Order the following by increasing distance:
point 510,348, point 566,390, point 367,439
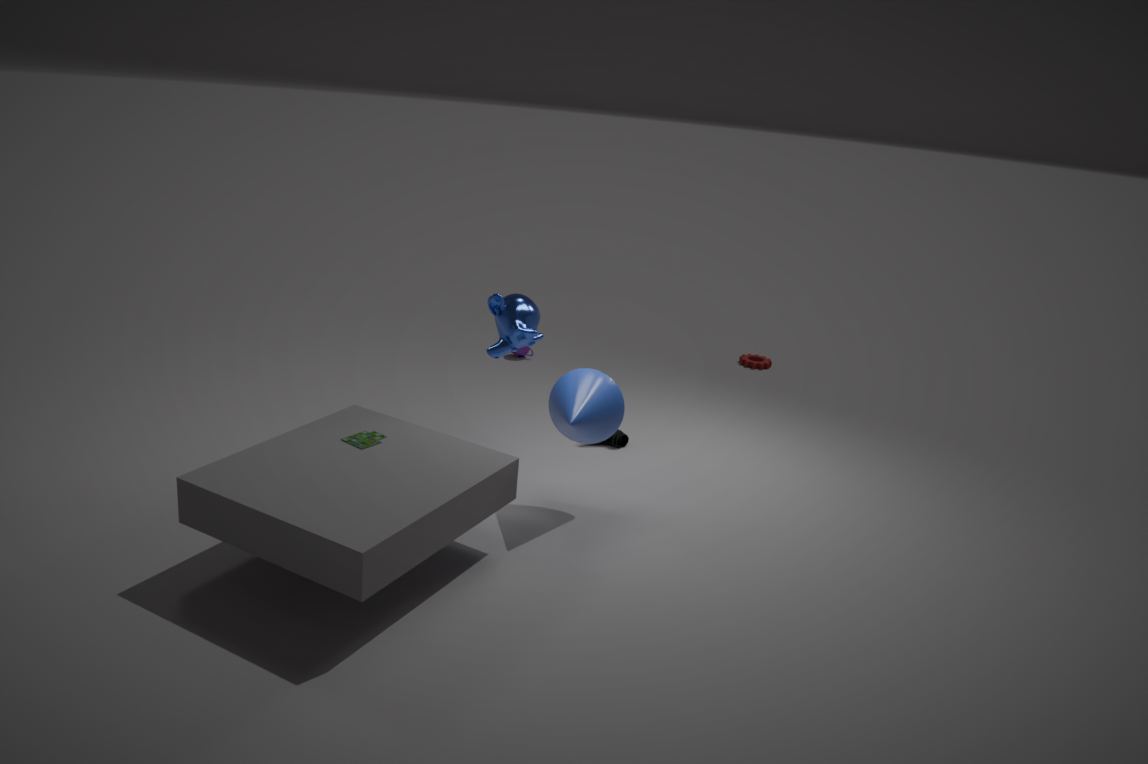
point 367,439 < point 566,390 < point 510,348
